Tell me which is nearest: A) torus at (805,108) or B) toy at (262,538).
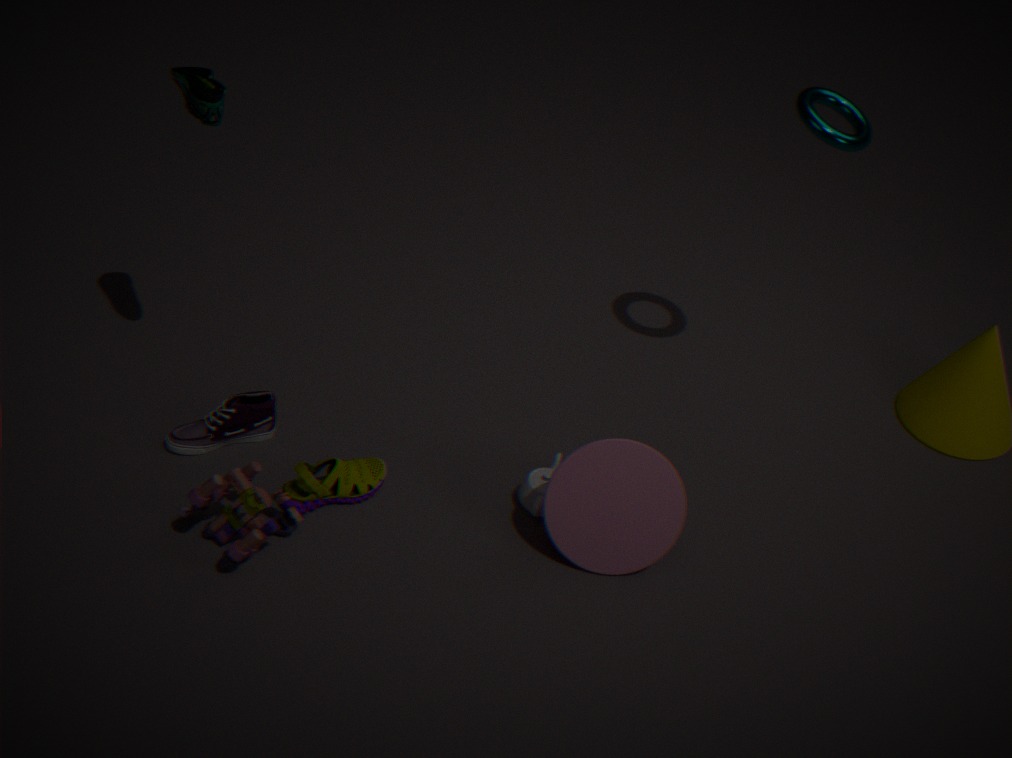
B. toy at (262,538)
